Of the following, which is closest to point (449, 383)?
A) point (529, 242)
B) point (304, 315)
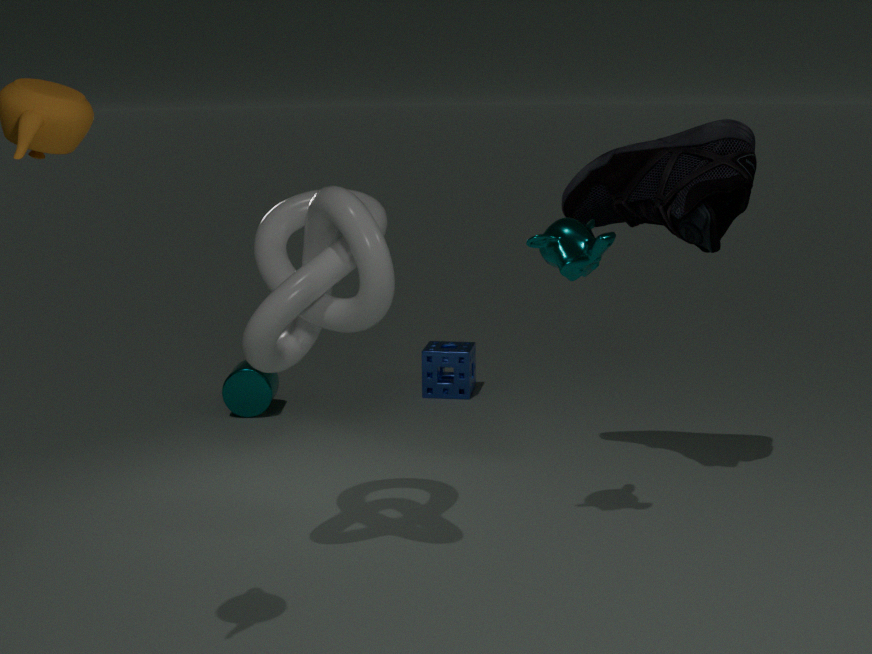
point (529, 242)
